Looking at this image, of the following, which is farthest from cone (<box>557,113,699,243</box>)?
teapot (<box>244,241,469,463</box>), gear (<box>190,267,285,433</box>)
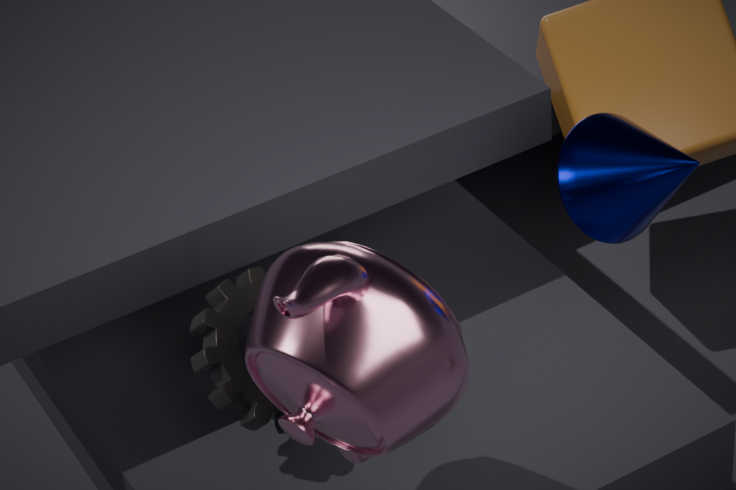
gear (<box>190,267,285,433</box>)
